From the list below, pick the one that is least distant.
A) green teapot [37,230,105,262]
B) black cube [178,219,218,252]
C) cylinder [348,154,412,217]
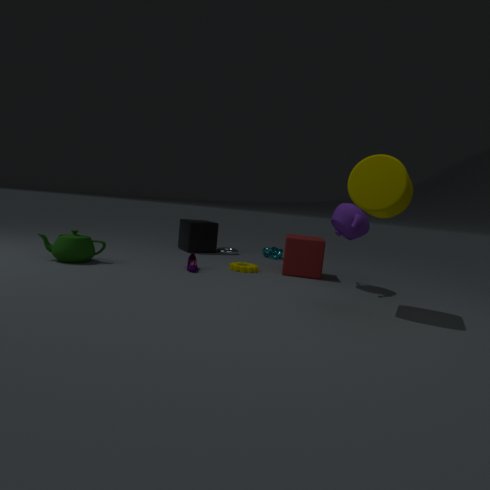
cylinder [348,154,412,217]
